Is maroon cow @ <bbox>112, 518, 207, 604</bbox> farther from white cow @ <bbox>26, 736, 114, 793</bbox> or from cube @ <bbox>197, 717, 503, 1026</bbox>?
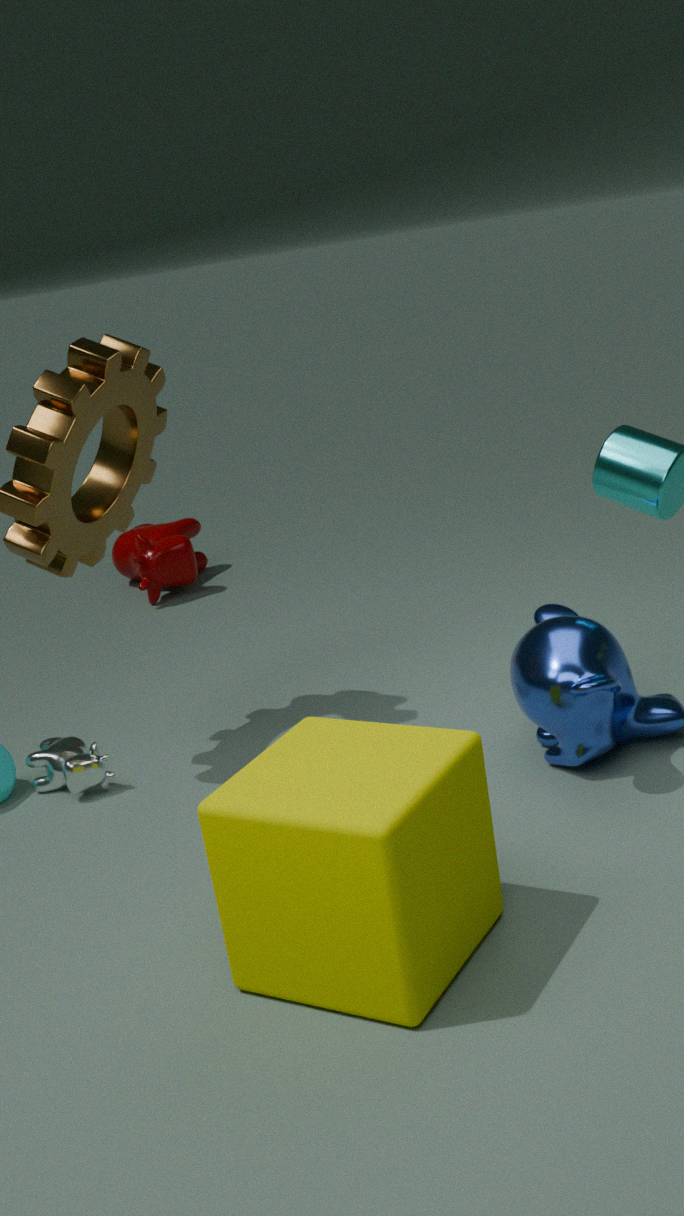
cube @ <bbox>197, 717, 503, 1026</bbox>
